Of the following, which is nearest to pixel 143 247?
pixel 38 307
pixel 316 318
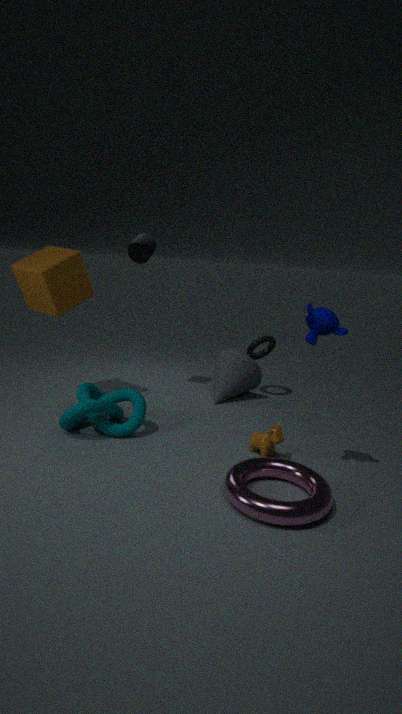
pixel 38 307
